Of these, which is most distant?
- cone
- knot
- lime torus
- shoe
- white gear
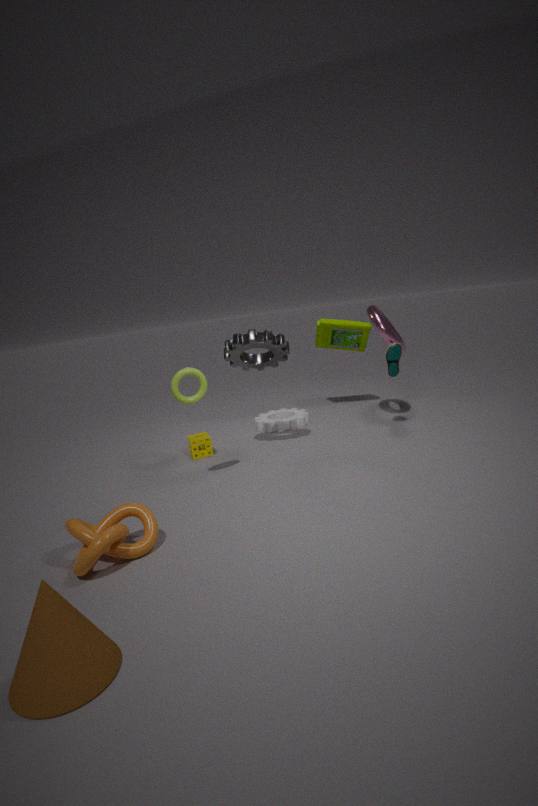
white gear
